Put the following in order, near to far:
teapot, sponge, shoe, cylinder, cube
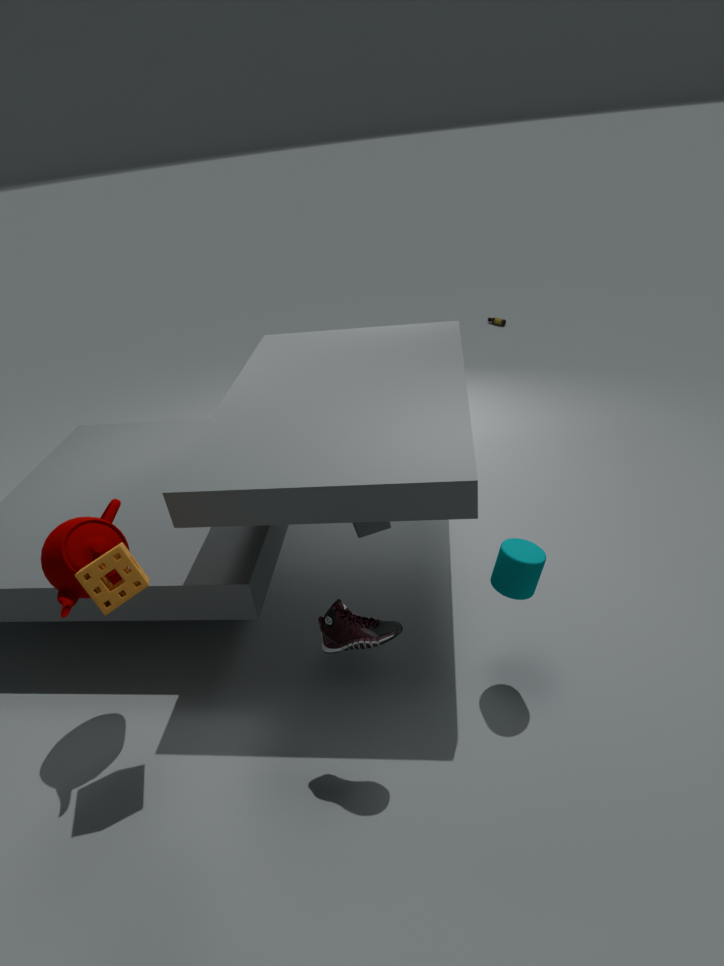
shoe < sponge < teapot < cylinder < cube
